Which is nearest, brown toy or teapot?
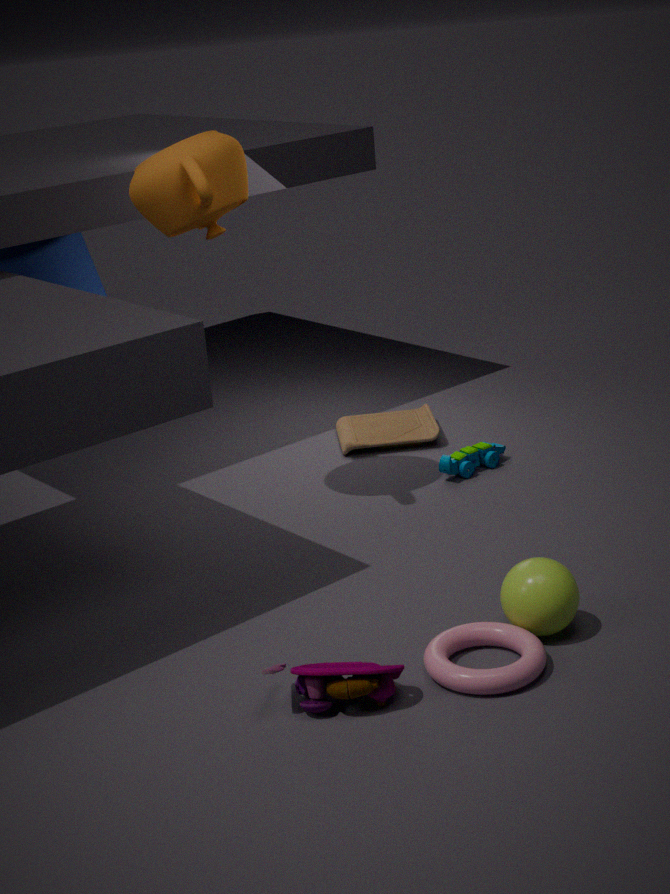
teapot
